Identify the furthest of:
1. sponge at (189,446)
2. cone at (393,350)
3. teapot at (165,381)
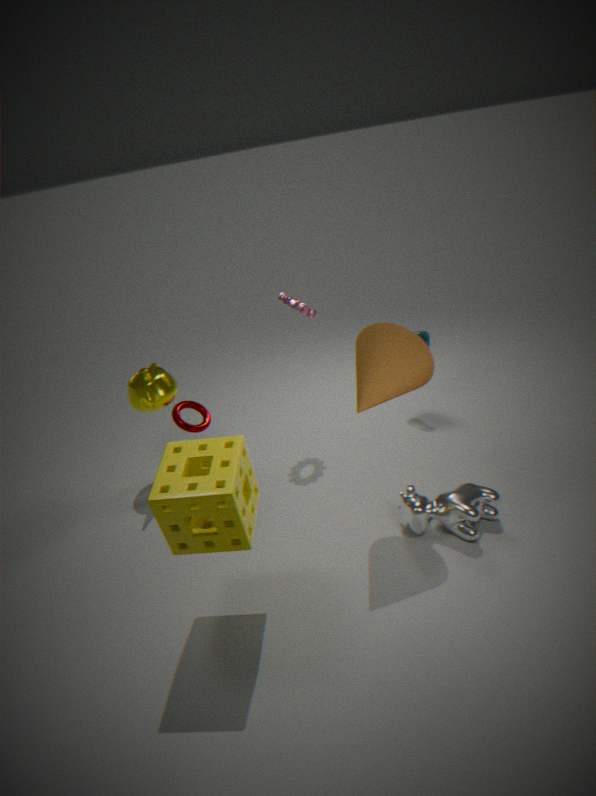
teapot at (165,381)
